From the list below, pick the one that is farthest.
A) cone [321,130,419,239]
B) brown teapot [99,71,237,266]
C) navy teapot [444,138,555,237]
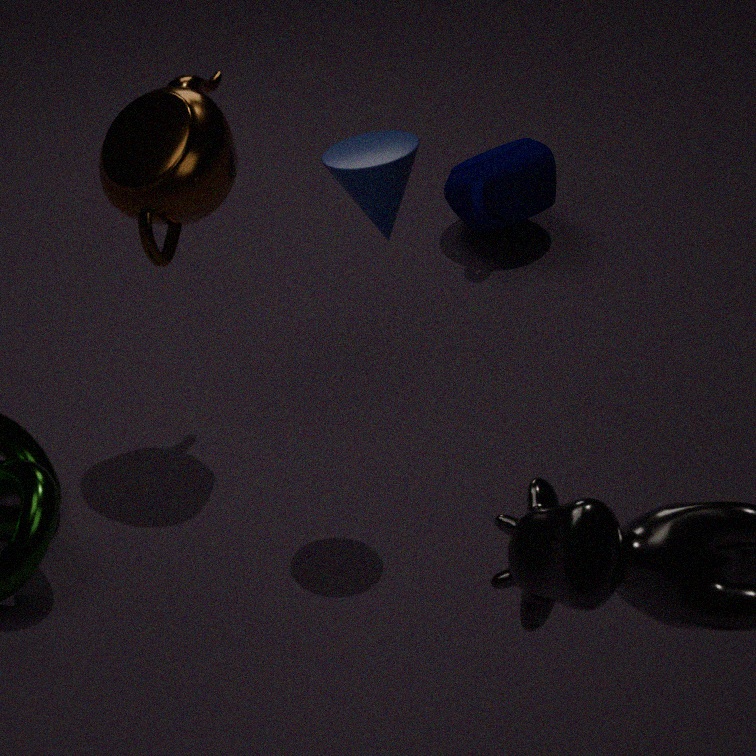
C. navy teapot [444,138,555,237]
